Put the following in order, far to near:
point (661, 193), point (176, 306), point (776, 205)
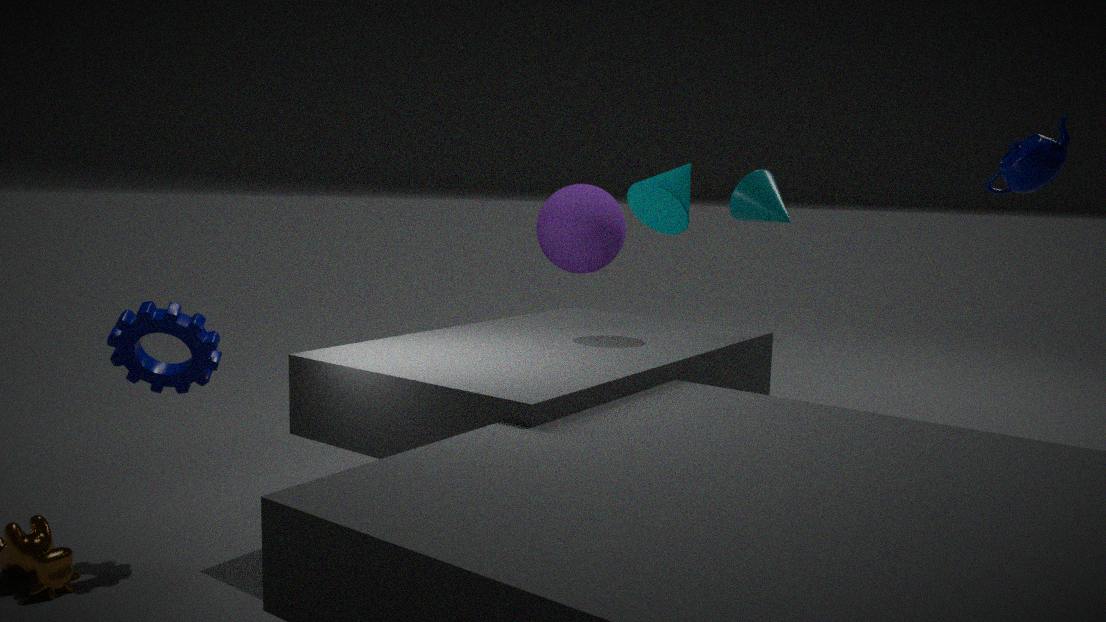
point (776, 205), point (661, 193), point (176, 306)
